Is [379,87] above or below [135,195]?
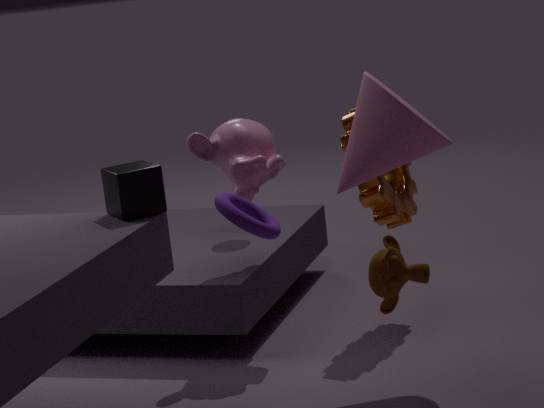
above
